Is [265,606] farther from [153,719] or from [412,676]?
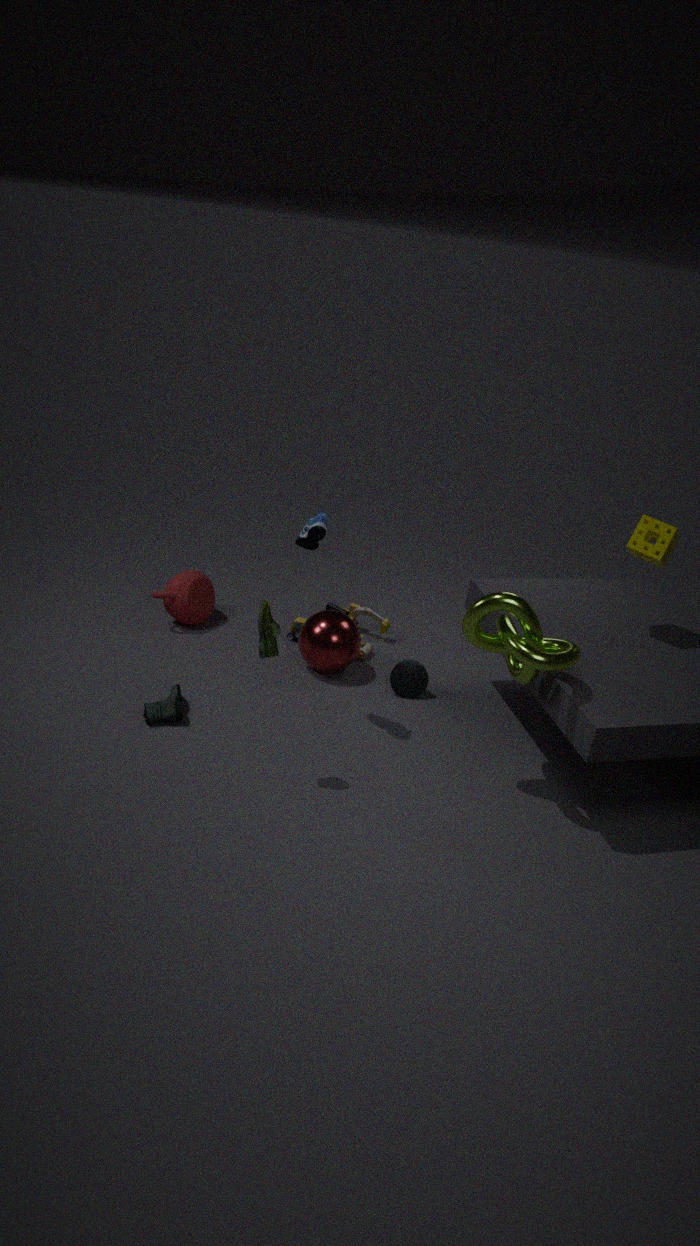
[412,676]
